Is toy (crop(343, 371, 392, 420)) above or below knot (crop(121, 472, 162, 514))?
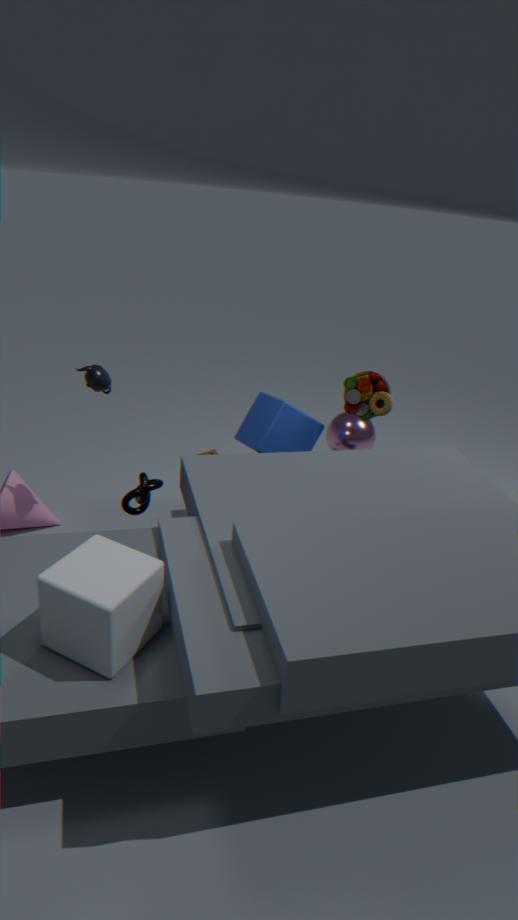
above
